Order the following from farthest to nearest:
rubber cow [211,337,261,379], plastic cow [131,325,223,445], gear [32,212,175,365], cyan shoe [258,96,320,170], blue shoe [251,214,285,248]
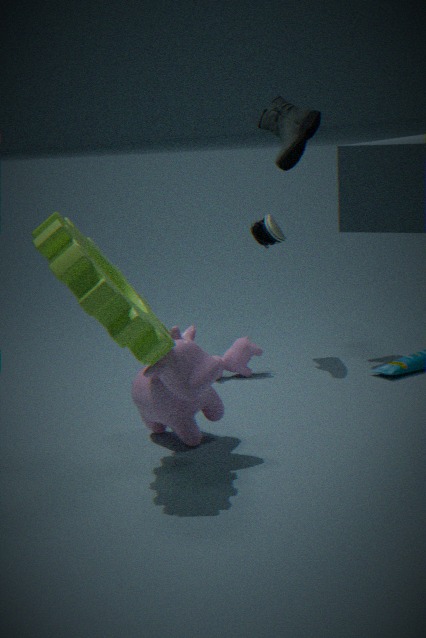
cyan shoe [258,96,320,170] < rubber cow [211,337,261,379] < blue shoe [251,214,285,248] < plastic cow [131,325,223,445] < gear [32,212,175,365]
